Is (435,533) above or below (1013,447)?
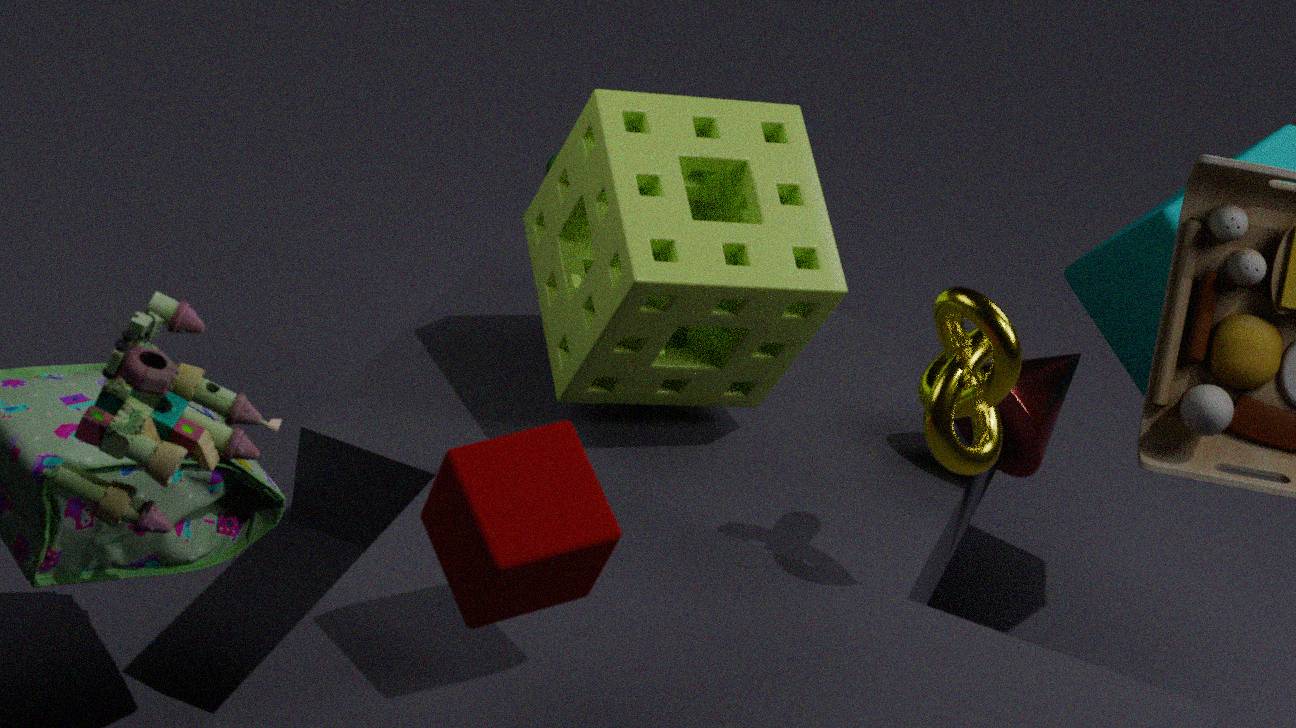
above
